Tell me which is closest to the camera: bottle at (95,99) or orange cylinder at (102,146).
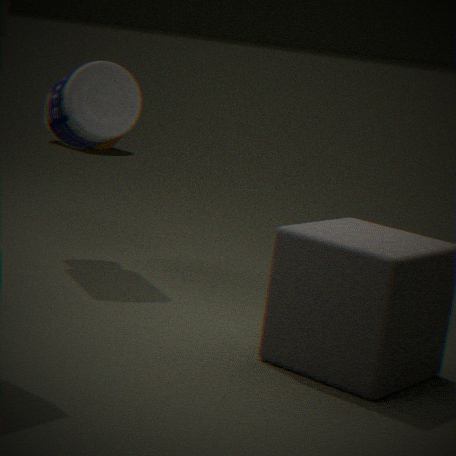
bottle at (95,99)
